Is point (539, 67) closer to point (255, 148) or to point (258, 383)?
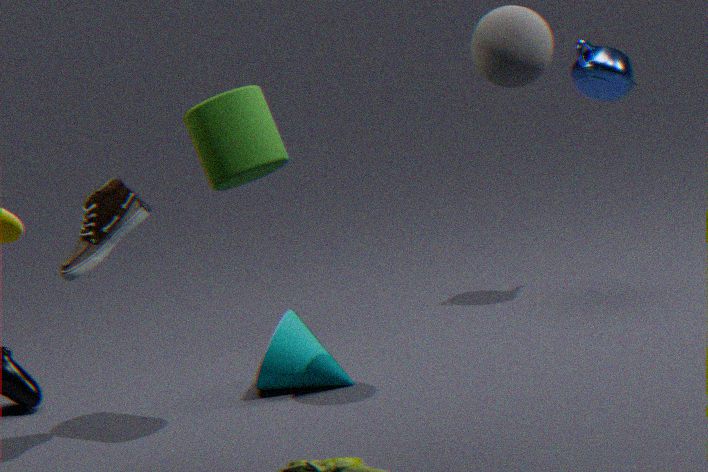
point (255, 148)
